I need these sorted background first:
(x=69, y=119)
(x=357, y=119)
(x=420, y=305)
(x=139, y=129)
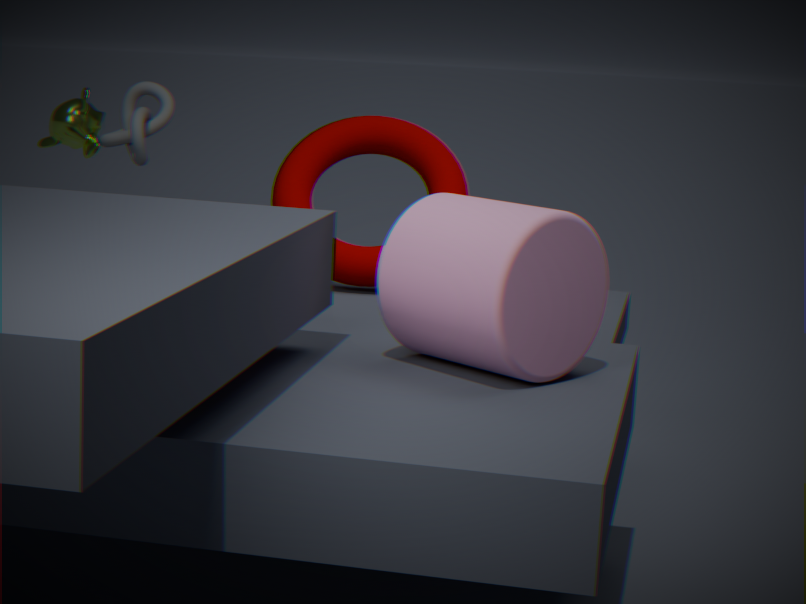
(x=69, y=119)
(x=139, y=129)
(x=357, y=119)
(x=420, y=305)
